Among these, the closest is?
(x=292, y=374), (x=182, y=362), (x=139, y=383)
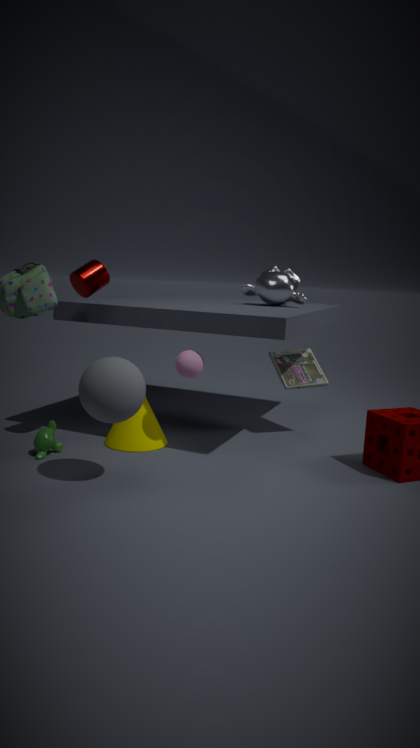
(x=139, y=383)
